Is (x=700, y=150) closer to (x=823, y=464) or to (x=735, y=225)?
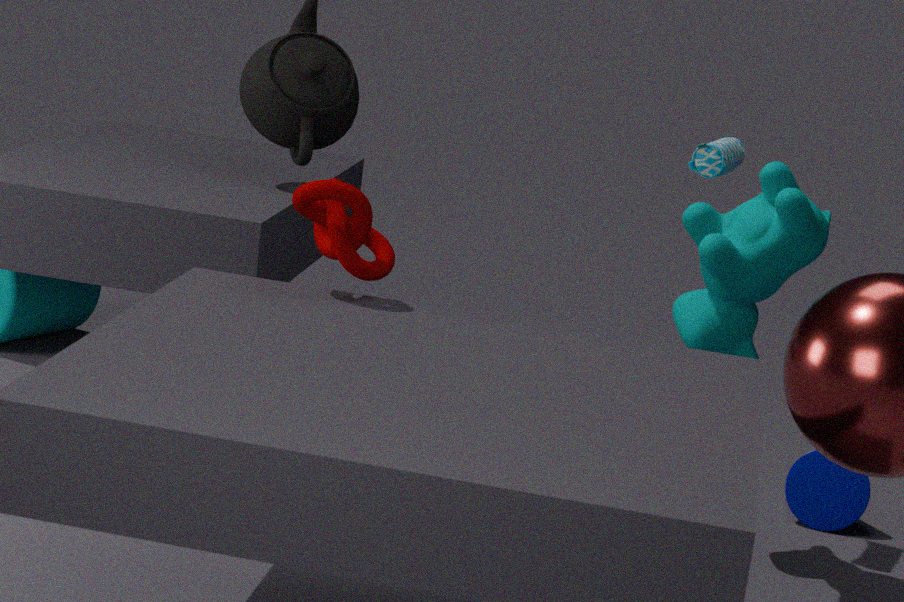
(x=735, y=225)
